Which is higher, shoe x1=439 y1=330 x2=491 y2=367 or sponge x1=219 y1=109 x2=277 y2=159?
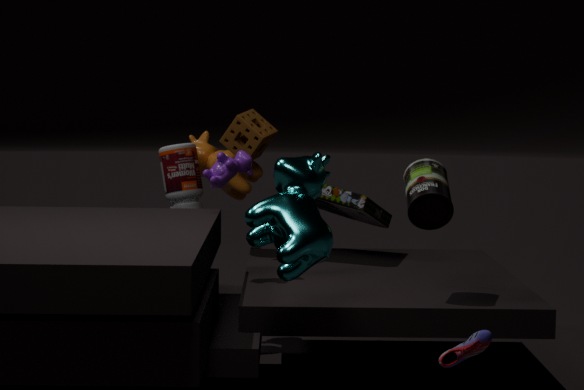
sponge x1=219 y1=109 x2=277 y2=159
